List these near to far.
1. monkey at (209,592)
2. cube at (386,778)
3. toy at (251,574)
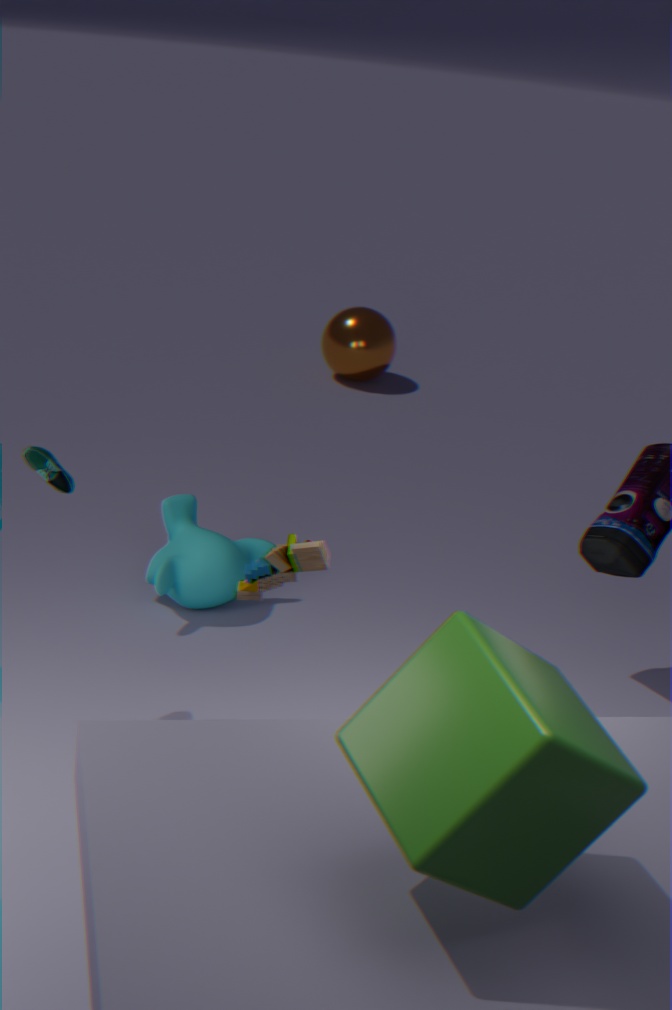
1. cube at (386,778)
2. toy at (251,574)
3. monkey at (209,592)
